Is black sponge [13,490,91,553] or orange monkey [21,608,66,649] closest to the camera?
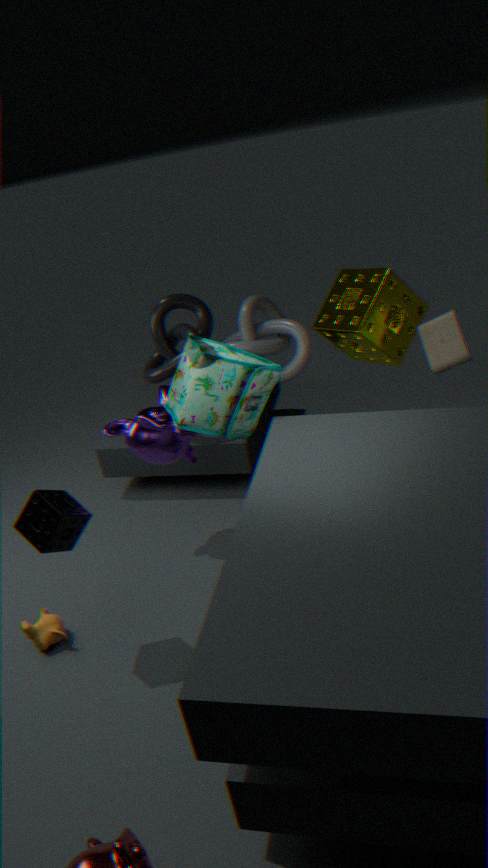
black sponge [13,490,91,553]
